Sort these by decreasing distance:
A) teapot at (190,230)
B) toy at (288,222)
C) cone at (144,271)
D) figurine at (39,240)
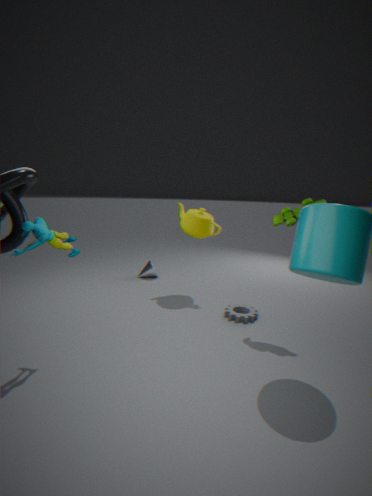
cone at (144,271) → teapot at (190,230) → toy at (288,222) → figurine at (39,240)
